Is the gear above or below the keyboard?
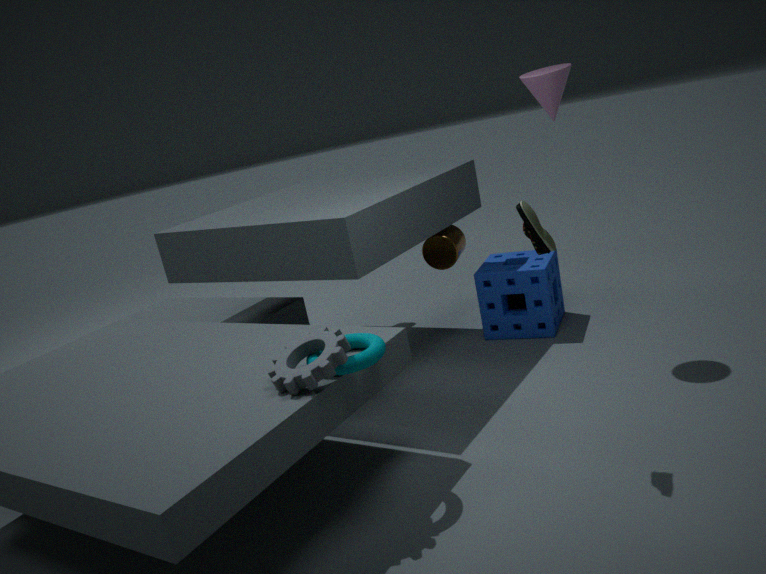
above
